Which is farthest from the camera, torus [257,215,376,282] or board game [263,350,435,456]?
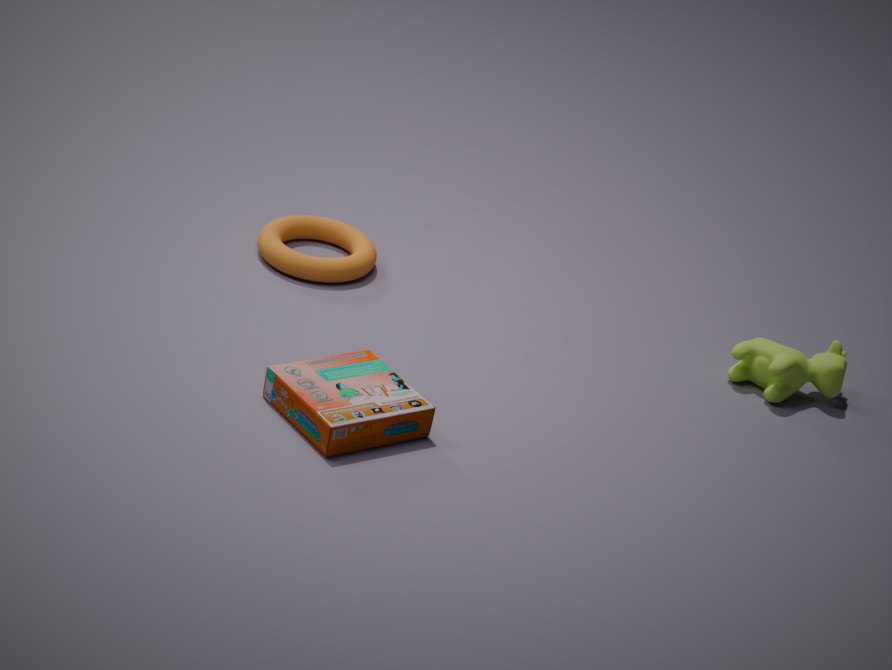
torus [257,215,376,282]
